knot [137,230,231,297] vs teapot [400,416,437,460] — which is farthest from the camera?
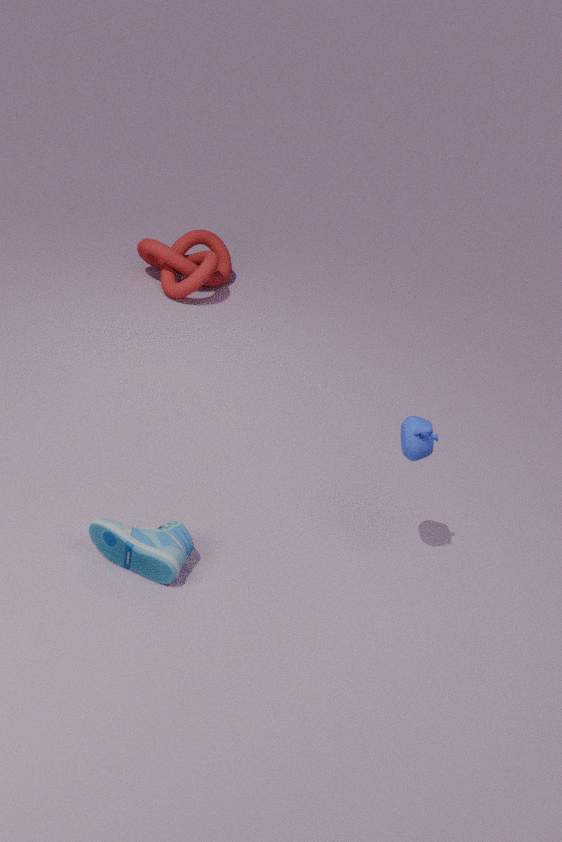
knot [137,230,231,297]
